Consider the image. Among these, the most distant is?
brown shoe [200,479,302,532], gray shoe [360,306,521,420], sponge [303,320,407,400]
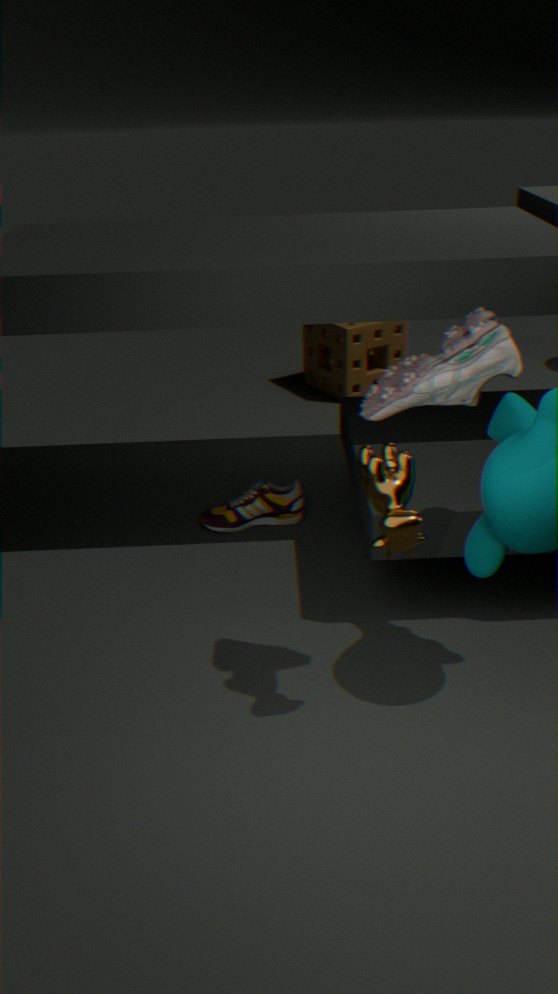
sponge [303,320,407,400]
